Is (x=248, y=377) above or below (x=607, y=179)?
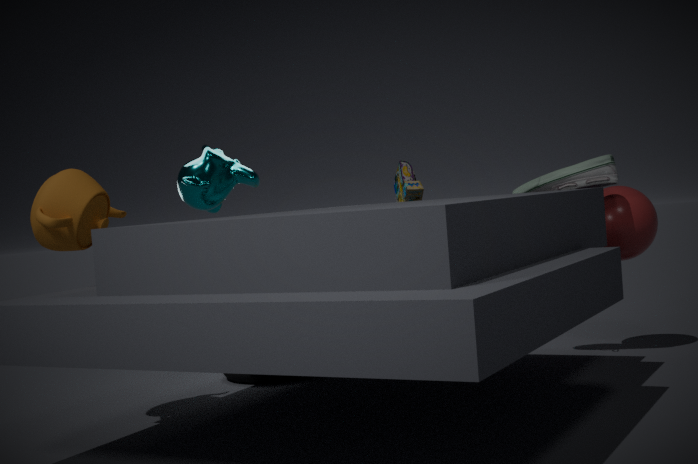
below
